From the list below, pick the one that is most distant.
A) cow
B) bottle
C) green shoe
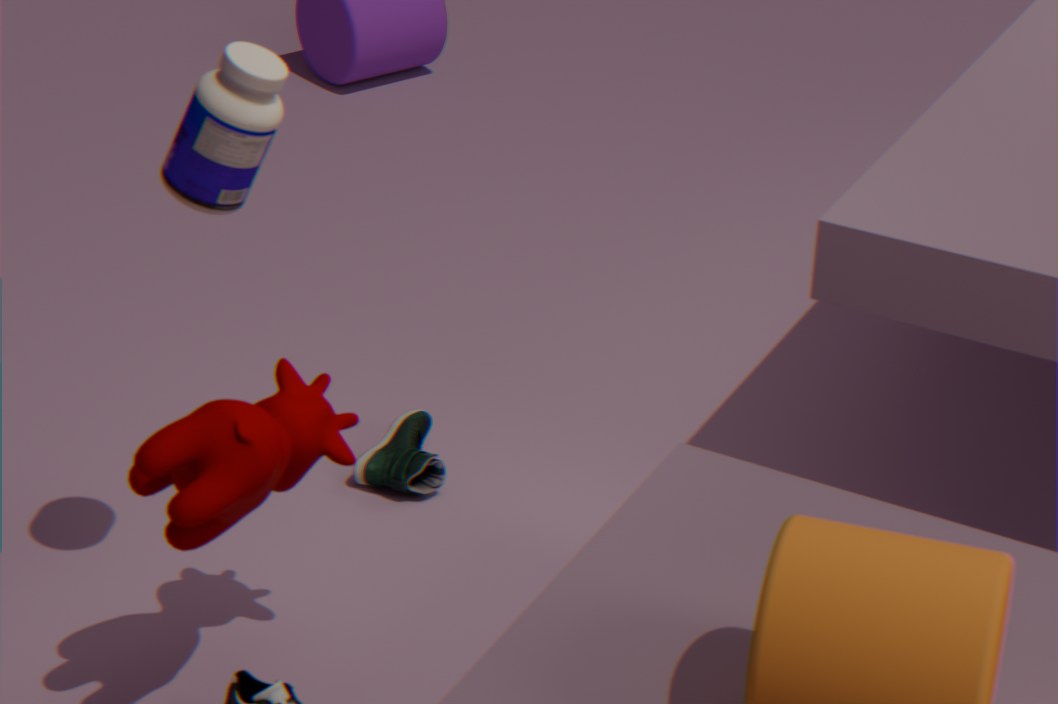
green shoe
